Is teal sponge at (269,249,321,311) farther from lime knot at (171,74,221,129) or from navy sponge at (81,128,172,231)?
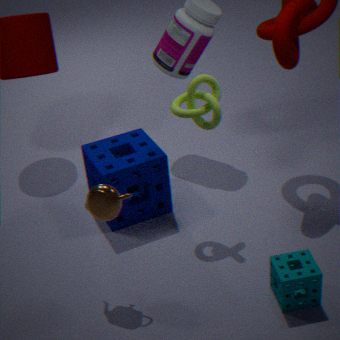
navy sponge at (81,128,172,231)
